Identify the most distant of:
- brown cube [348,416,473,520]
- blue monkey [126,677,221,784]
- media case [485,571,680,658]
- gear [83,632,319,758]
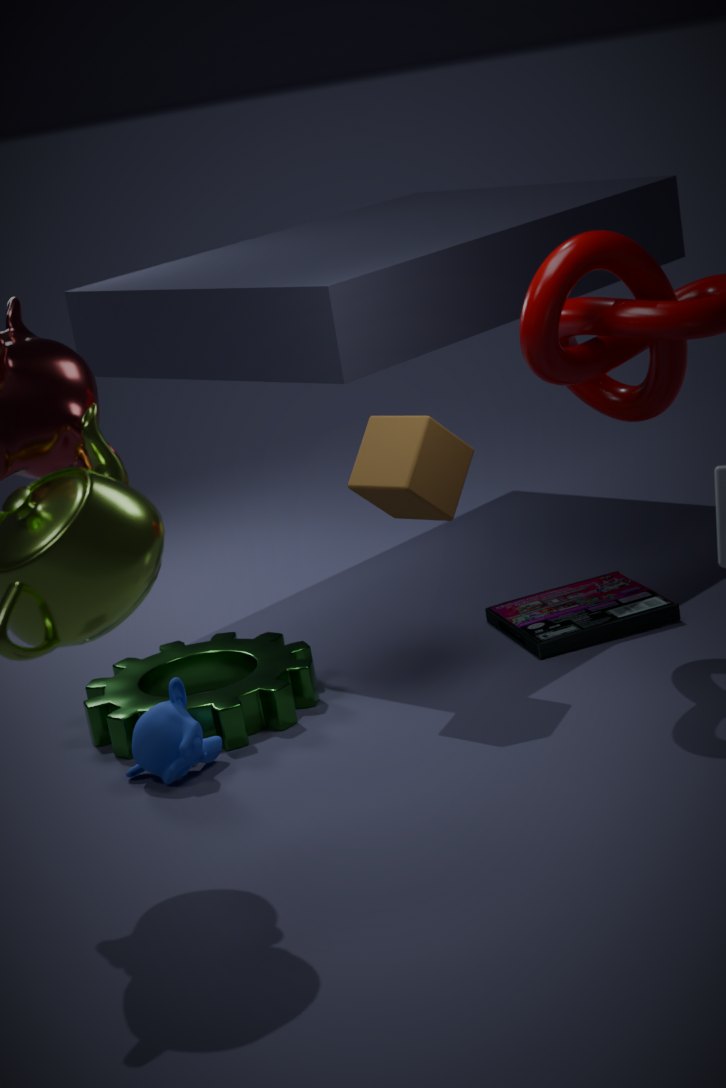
media case [485,571,680,658]
